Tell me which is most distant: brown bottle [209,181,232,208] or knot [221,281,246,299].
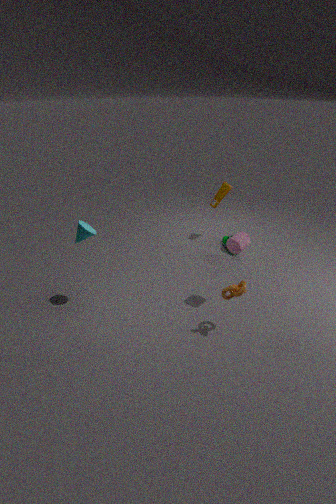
brown bottle [209,181,232,208]
